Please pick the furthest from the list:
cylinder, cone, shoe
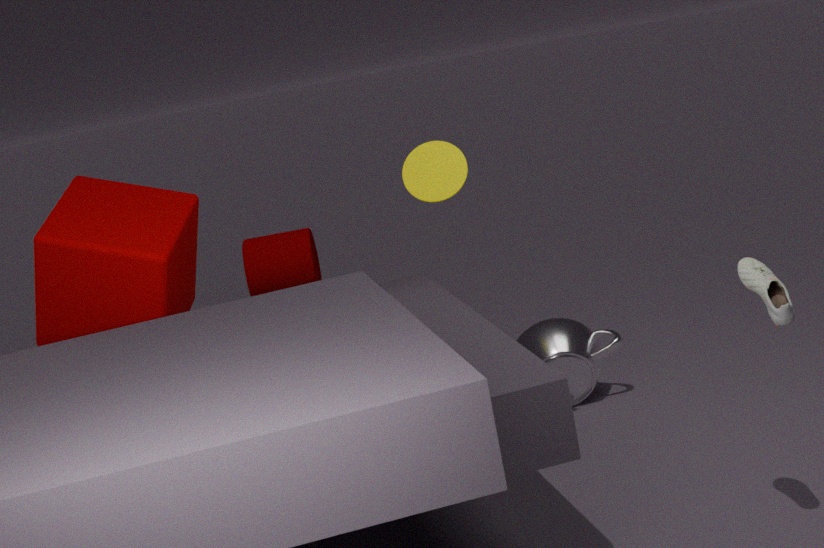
cylinder
